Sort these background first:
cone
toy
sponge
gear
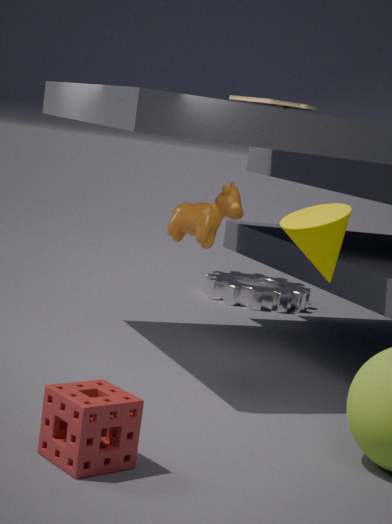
gear < toy < cone < sponge
